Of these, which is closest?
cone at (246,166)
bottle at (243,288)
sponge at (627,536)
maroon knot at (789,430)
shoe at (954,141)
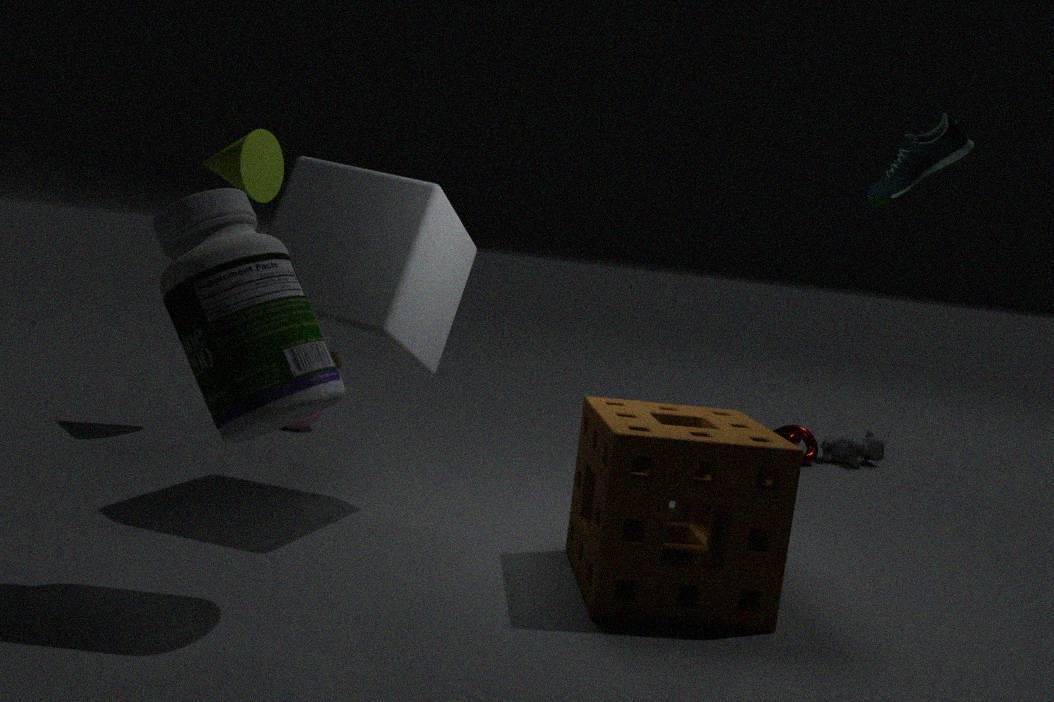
bottle at (243,288)
